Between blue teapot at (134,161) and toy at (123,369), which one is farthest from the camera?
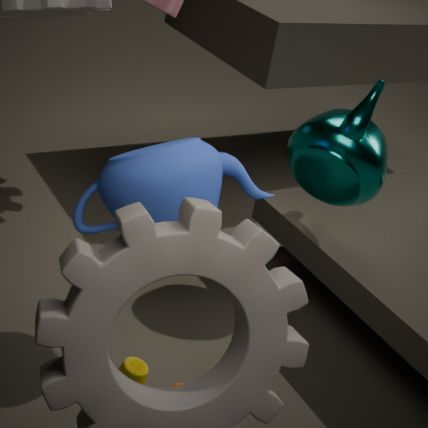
toy at (123,369)
